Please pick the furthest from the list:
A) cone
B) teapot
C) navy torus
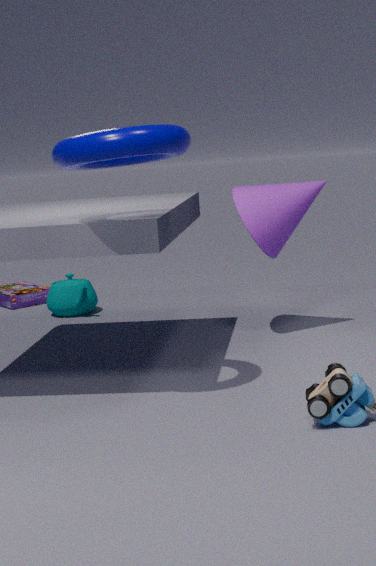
teapot
